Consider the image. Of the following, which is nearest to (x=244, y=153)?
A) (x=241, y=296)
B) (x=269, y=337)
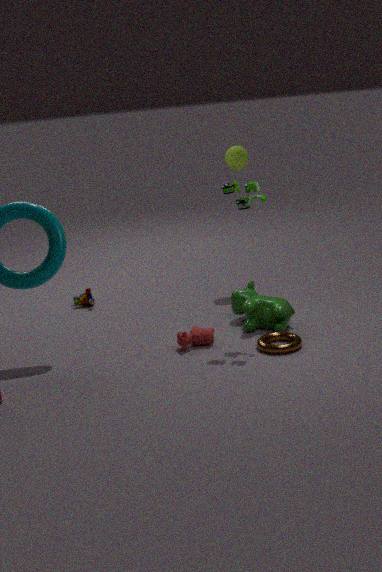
(x=241, y=296)
